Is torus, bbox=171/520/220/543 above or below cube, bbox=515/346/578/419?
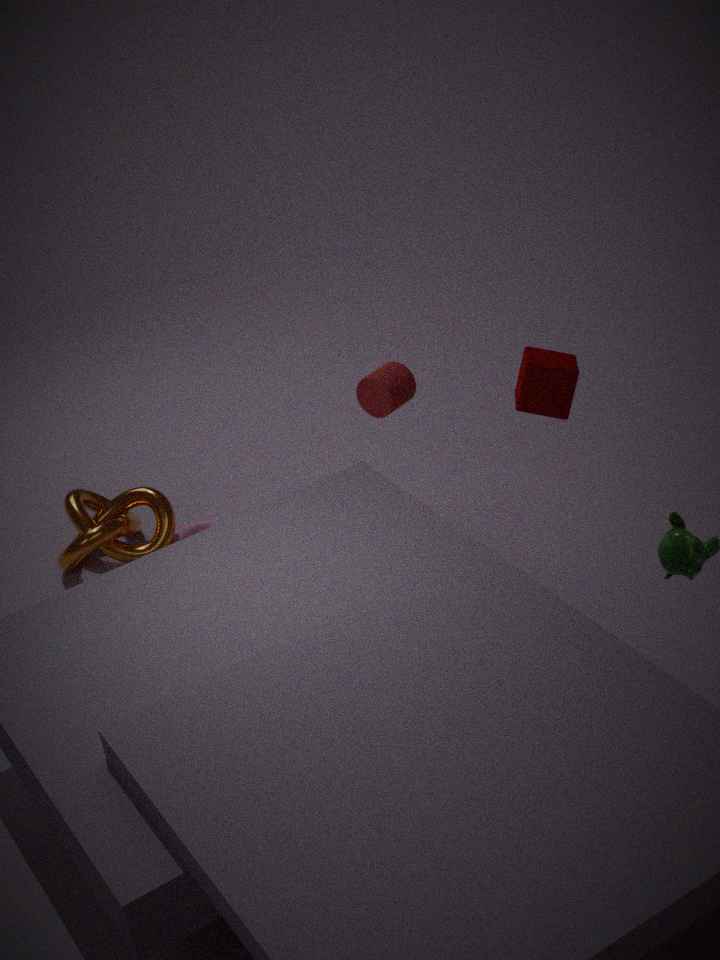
below
